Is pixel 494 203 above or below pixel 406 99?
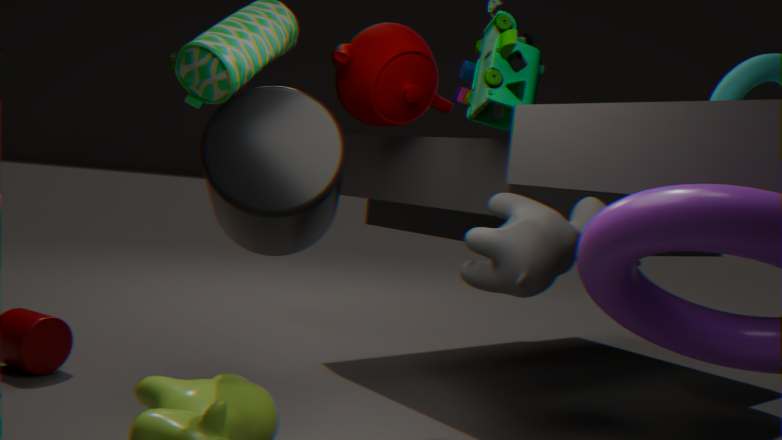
below
